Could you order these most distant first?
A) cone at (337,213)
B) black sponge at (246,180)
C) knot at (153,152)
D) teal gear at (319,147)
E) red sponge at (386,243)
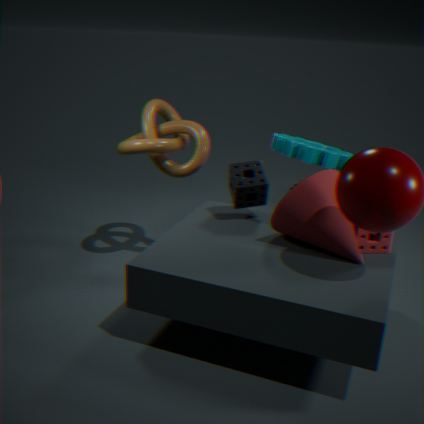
1. teal gear at (319,147)
2. knot at (153,152)
3. black sponge at (246,180)
4. red sponge at (386,243)
5. cone at (337,213)
